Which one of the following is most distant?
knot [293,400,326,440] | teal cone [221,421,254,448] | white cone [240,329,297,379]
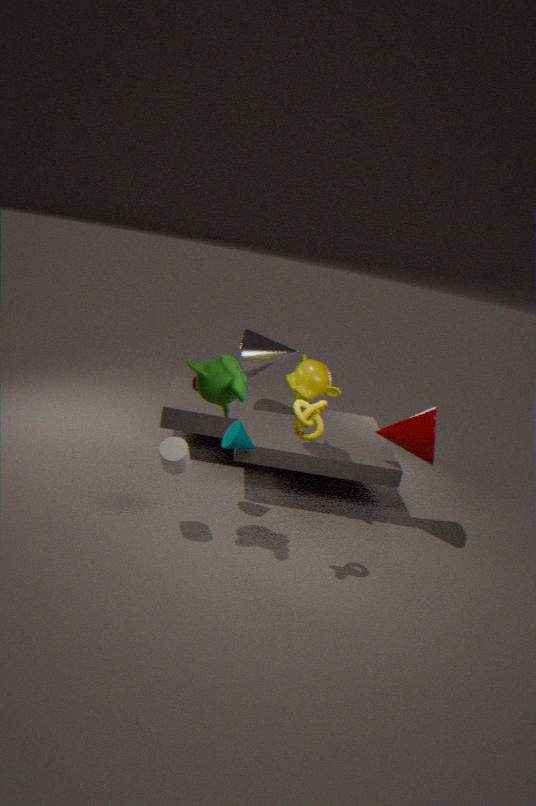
white cone [240,329,297,379]
